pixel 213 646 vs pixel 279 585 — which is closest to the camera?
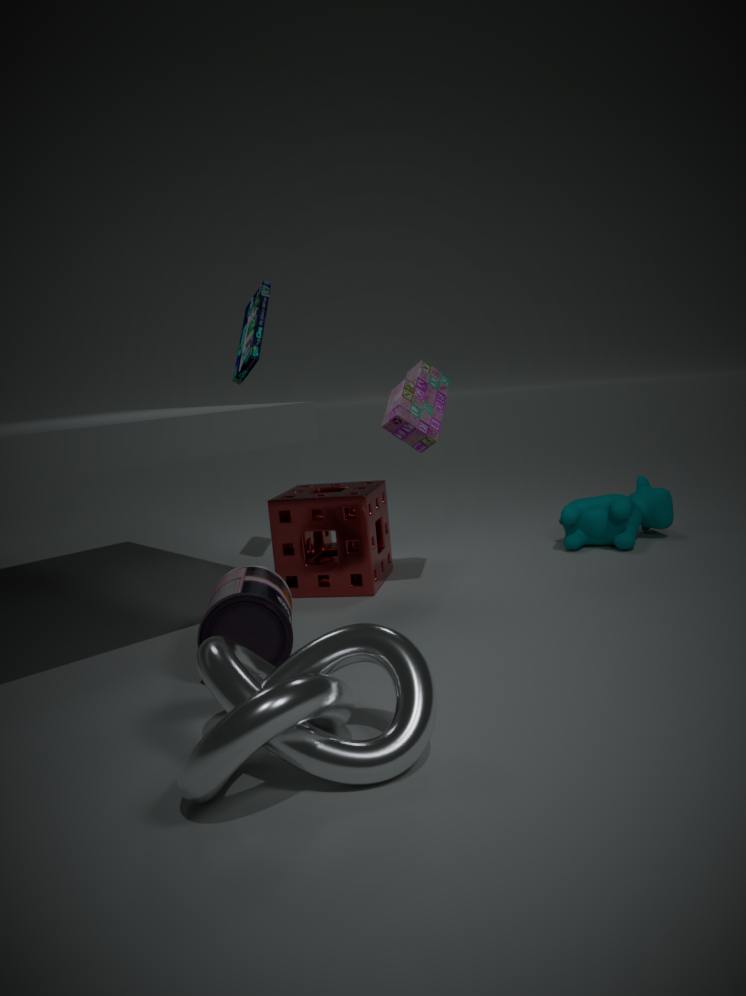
pixel 213 646
